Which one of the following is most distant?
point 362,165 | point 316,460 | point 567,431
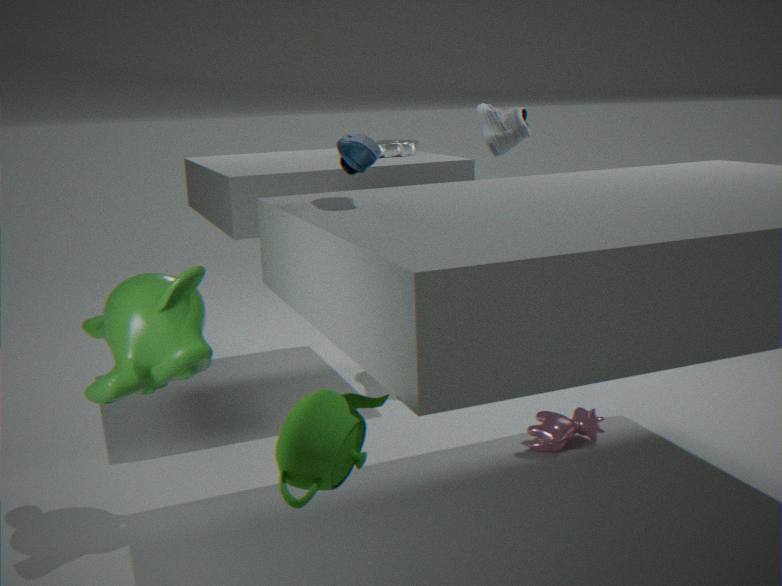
point 567,431
